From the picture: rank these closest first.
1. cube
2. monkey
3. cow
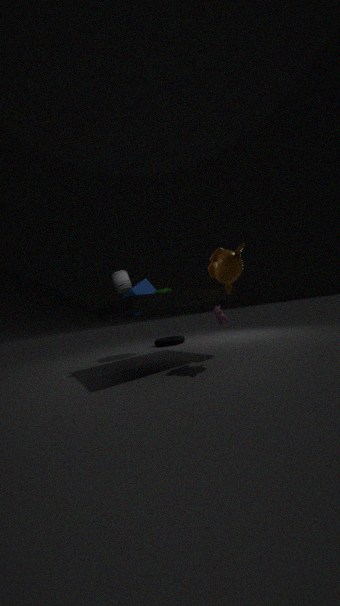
monkey → cow → cube
